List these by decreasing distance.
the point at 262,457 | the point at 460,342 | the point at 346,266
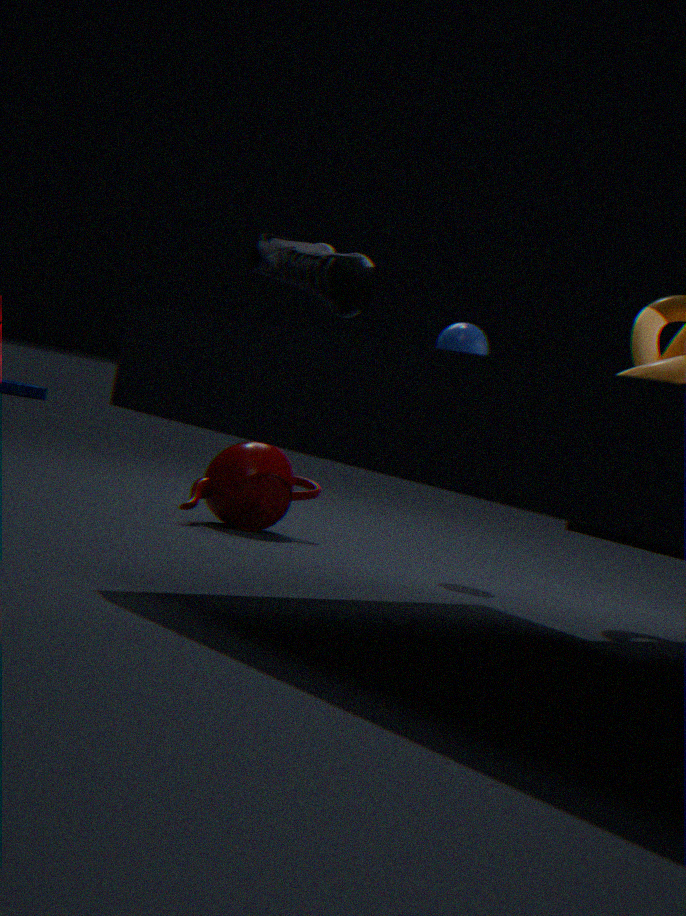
1. the point at 262,457
2. the point at 460,342
3. the point at 346,266
